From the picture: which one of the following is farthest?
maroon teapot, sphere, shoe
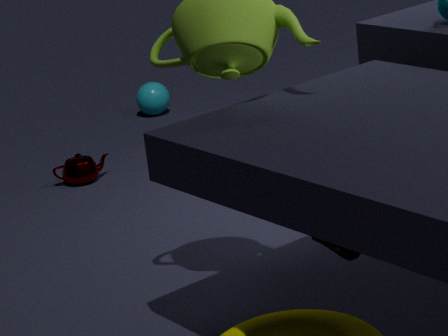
sphere
